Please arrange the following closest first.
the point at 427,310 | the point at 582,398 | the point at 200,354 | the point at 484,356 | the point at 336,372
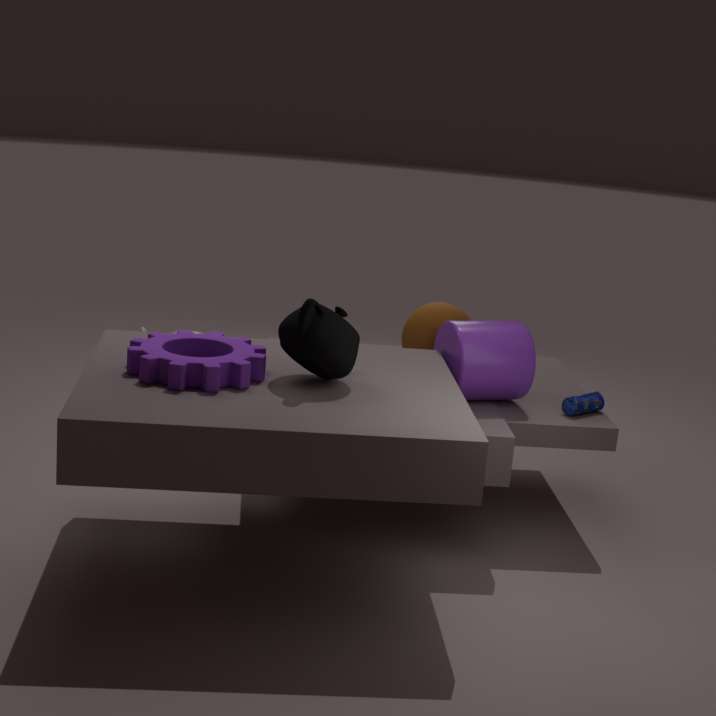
the point at 336,372
the point at 200,354
the point at 484,356
the point at 582,398
the point at 427,310
